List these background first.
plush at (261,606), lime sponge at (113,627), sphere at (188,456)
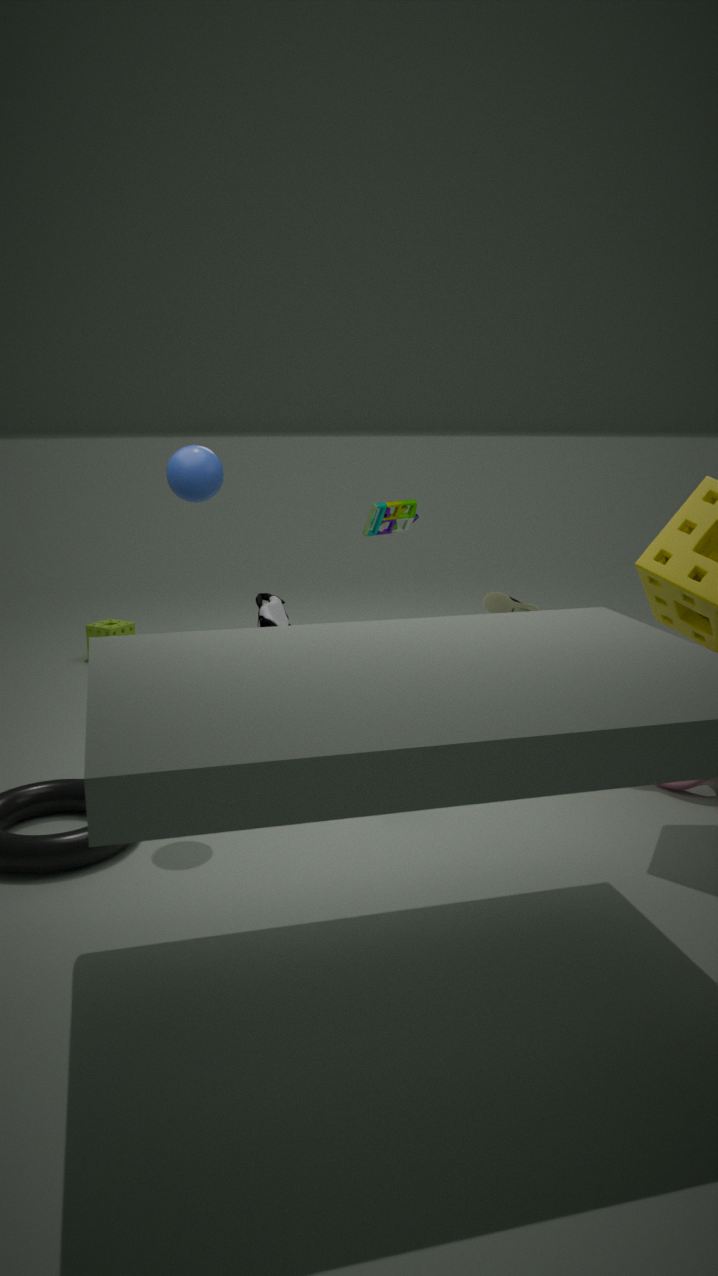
1. lime sponge at (113,627)
2. plush at (261,606)
3. sphere at (188,456)
